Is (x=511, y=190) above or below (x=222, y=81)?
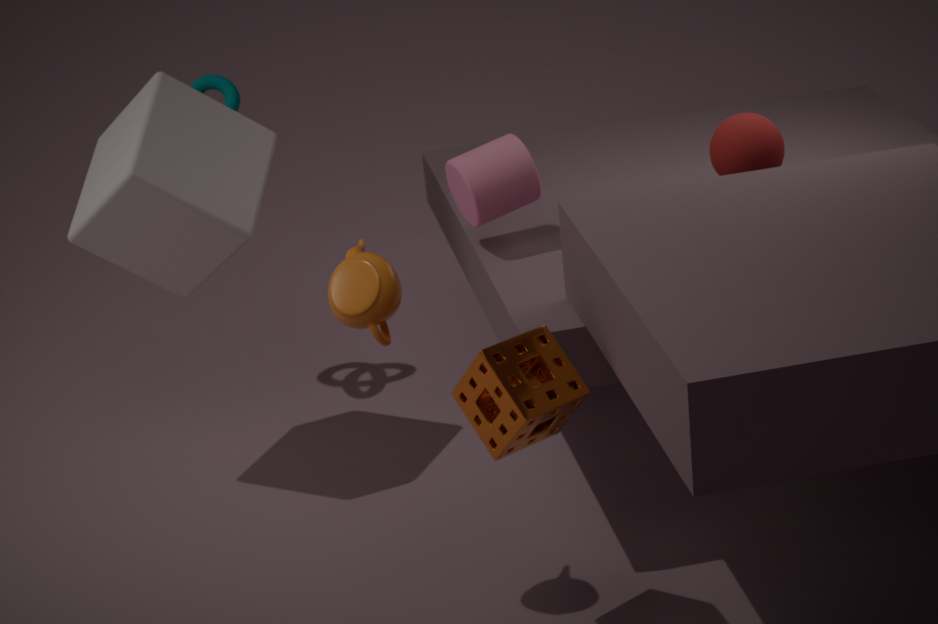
below
